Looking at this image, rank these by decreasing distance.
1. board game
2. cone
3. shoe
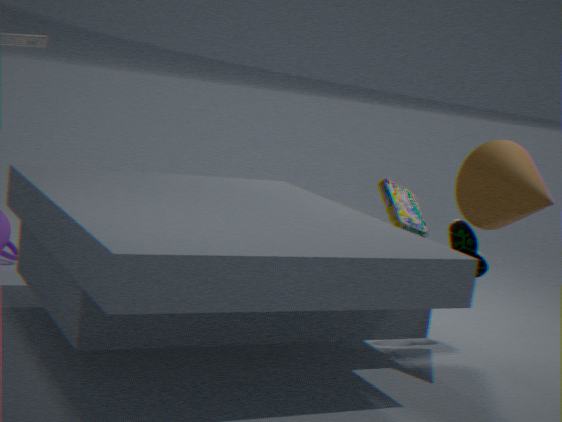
board game
shoe
cone
